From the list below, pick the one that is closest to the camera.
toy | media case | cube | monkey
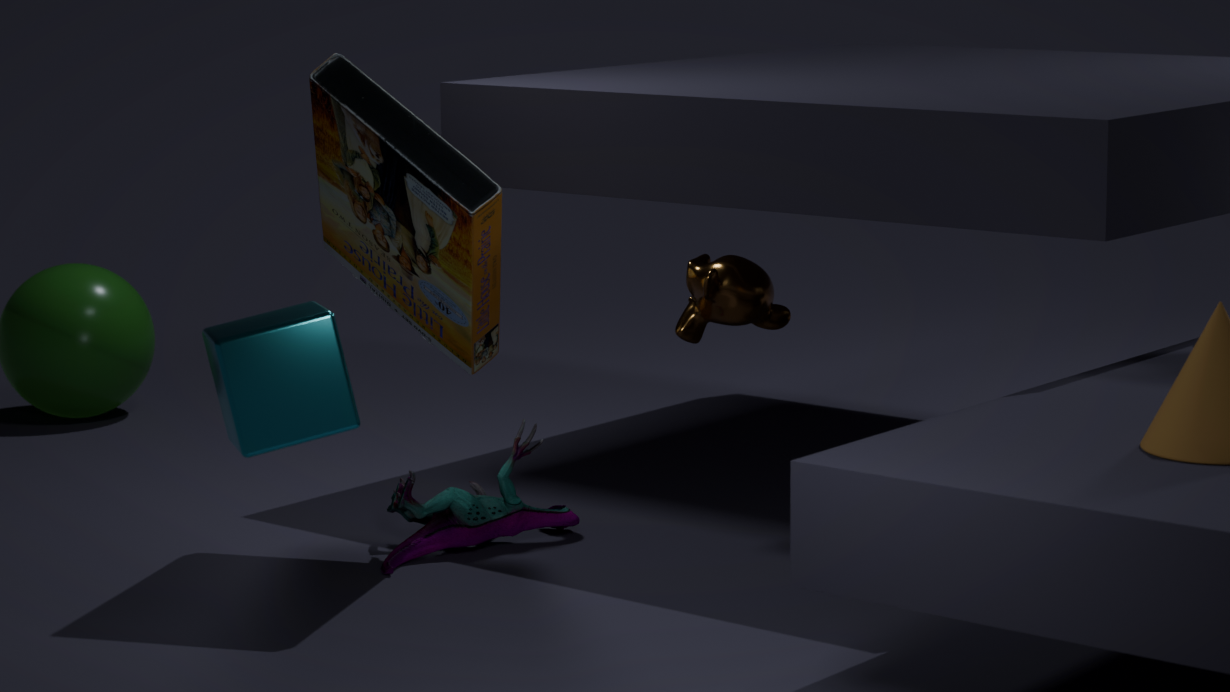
cube
